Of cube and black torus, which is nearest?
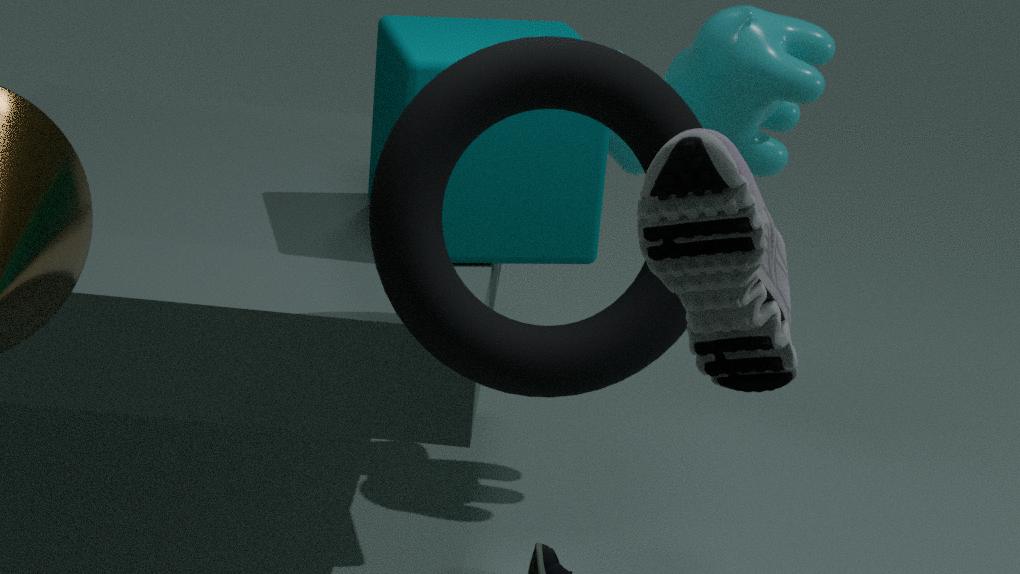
black torus
